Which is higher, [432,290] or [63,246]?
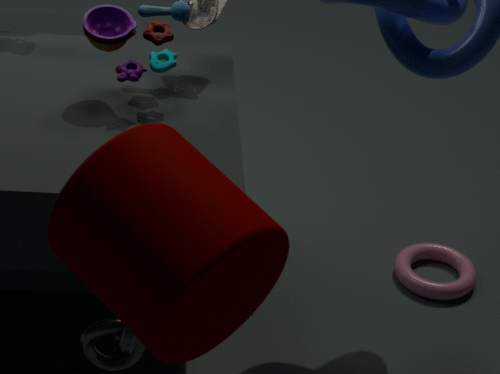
[63,246]
